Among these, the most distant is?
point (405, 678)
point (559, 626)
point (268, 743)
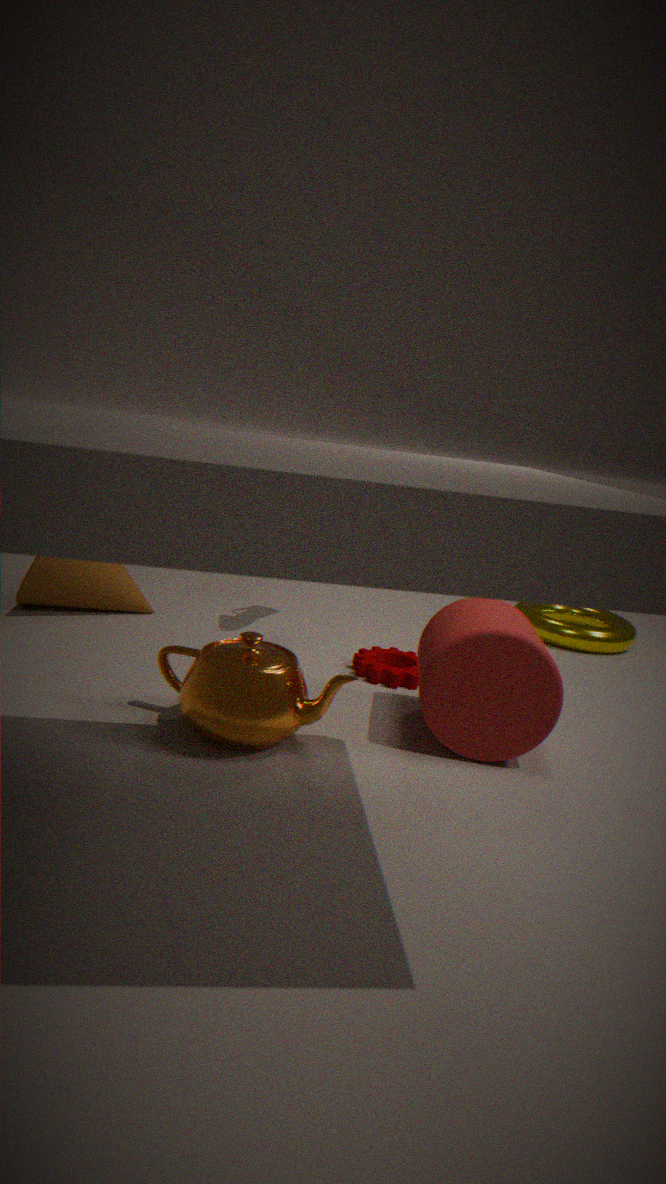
point (559, 626)
